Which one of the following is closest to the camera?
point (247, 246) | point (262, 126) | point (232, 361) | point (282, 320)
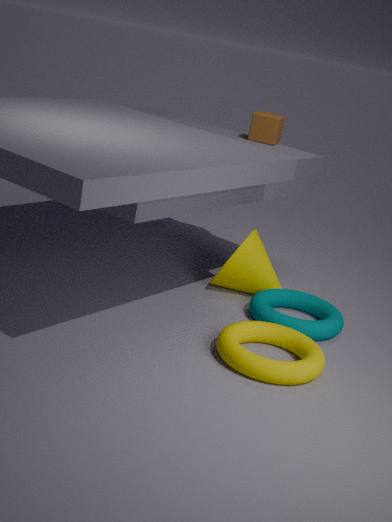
point (232, 361)
